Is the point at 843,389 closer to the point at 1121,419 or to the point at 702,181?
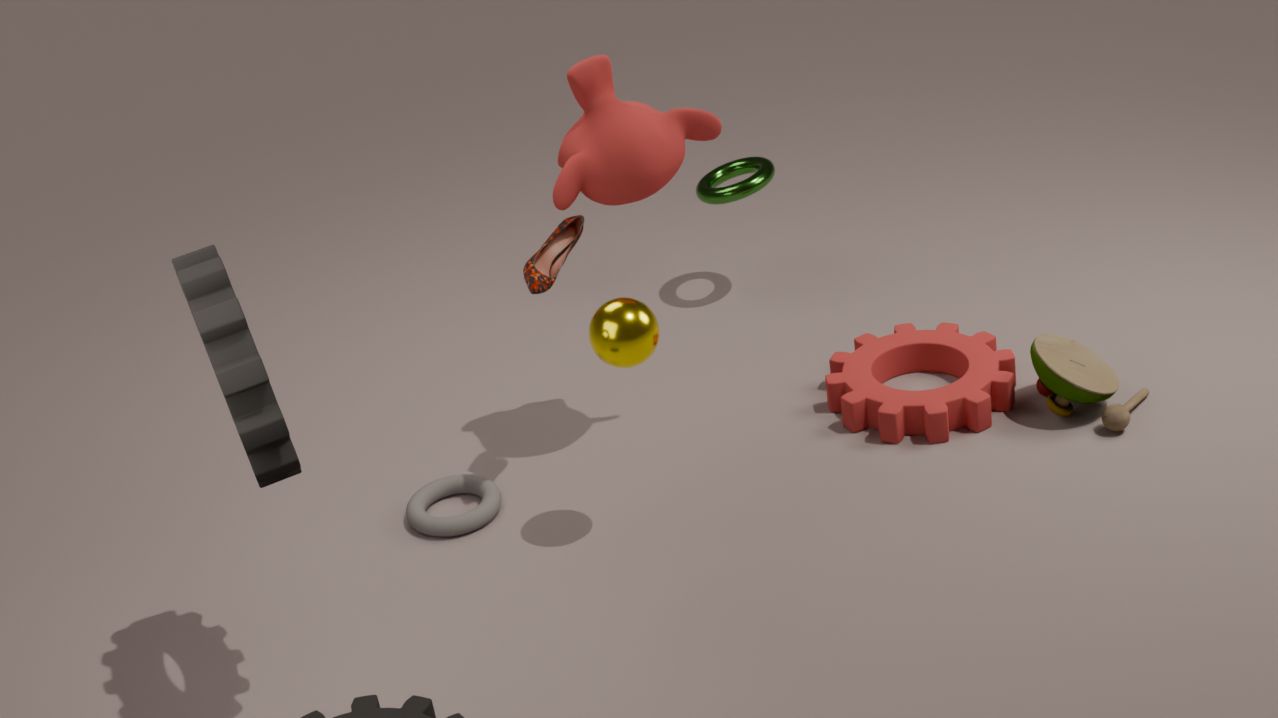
the point at 1121,419
